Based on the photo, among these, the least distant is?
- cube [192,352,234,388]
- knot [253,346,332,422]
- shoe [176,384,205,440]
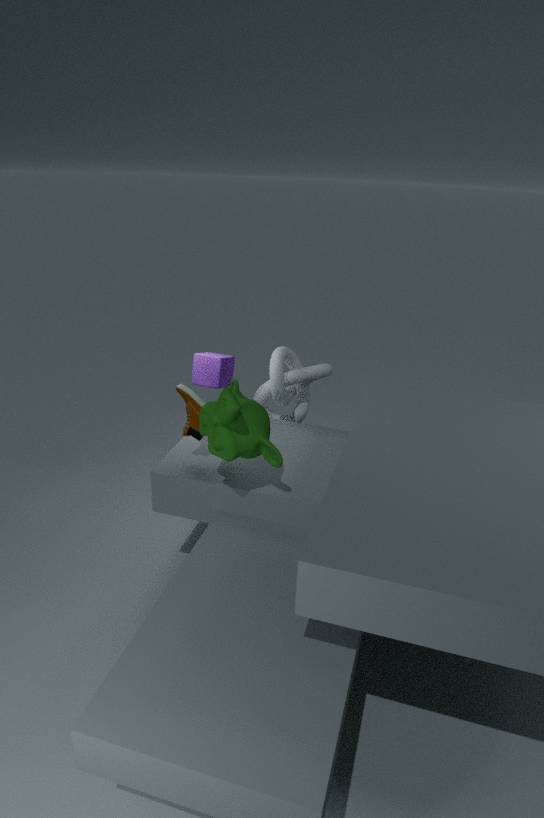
shoe [176,384,205,440]
